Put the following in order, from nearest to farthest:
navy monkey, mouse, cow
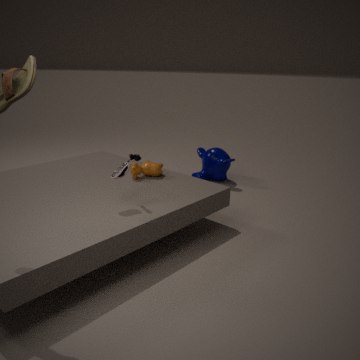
1. mouse
2. cow
3. navy monkey
